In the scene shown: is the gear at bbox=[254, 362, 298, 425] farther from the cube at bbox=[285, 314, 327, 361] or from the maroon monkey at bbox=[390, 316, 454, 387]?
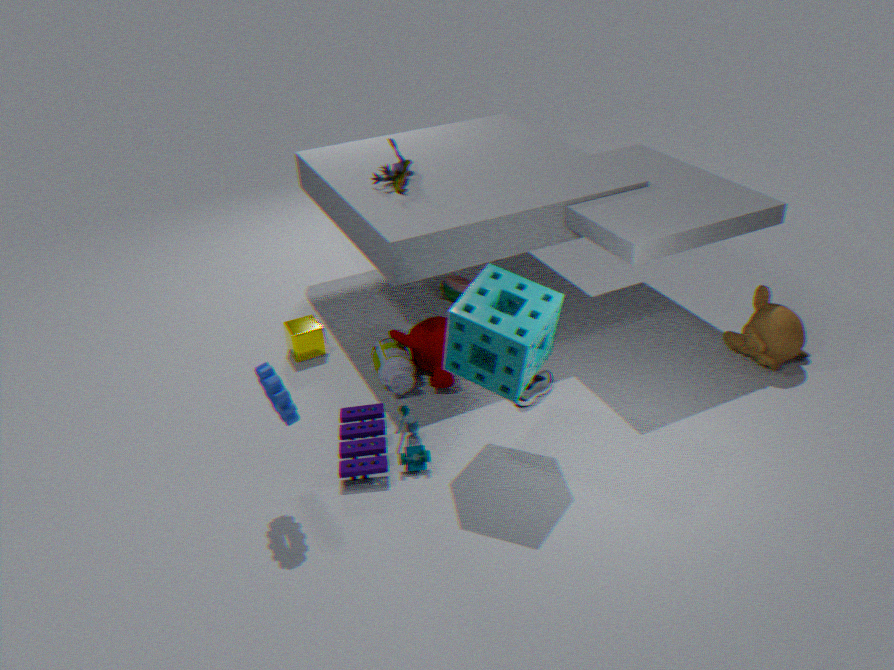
the cube at bbox=[285, 314, 327, 361]
